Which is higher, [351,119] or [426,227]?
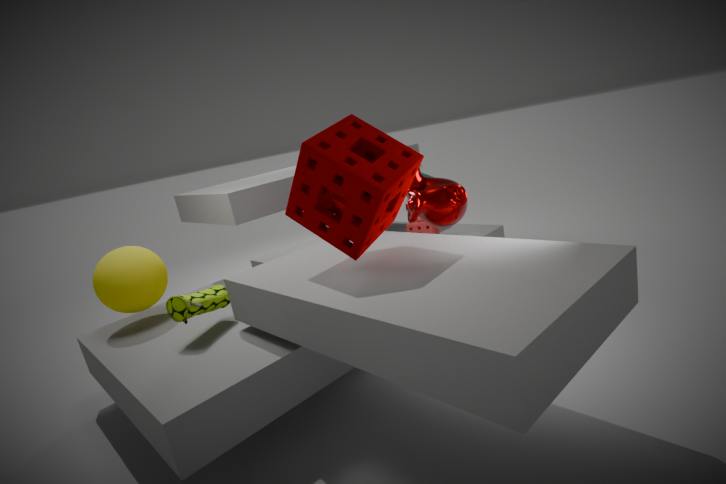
[351,119]
